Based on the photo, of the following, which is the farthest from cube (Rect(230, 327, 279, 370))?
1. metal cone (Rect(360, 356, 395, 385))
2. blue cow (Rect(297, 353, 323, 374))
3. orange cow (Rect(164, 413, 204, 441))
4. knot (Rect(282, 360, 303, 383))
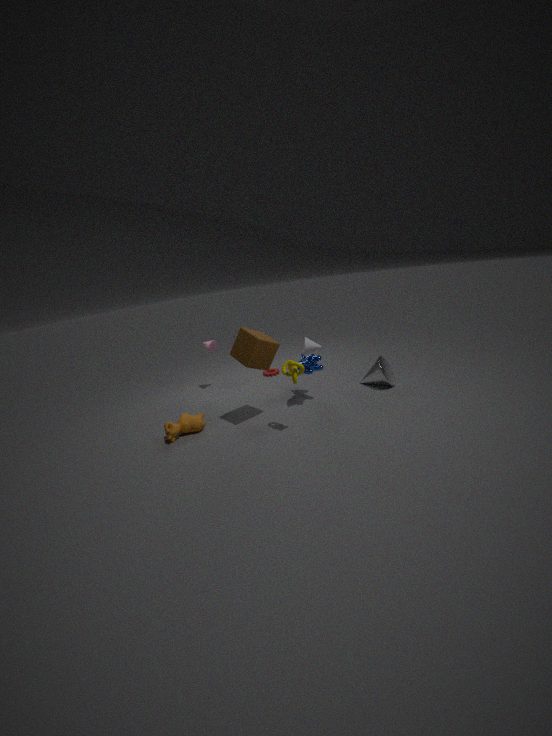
metal cone (Rect(360, 356, 395, 385))
